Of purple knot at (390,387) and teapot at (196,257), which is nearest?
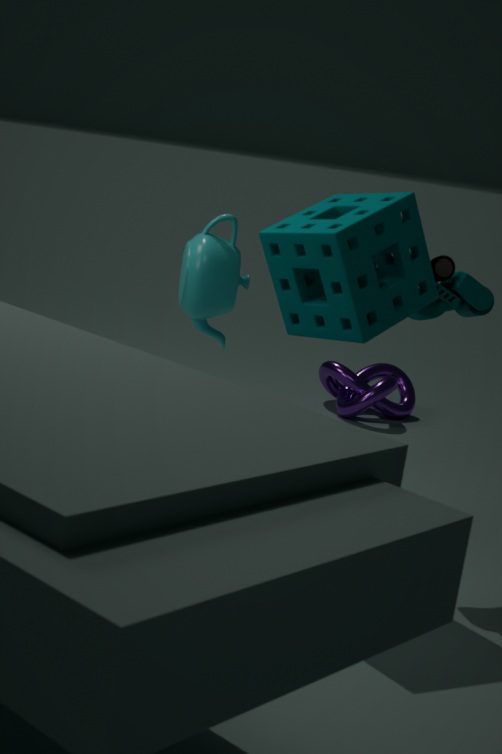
teapot at (196,257)
